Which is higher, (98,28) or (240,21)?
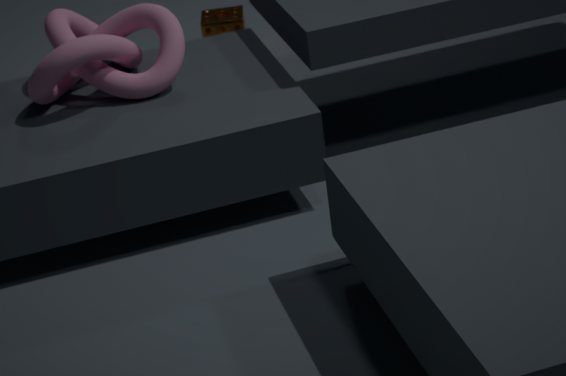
(98,28)
